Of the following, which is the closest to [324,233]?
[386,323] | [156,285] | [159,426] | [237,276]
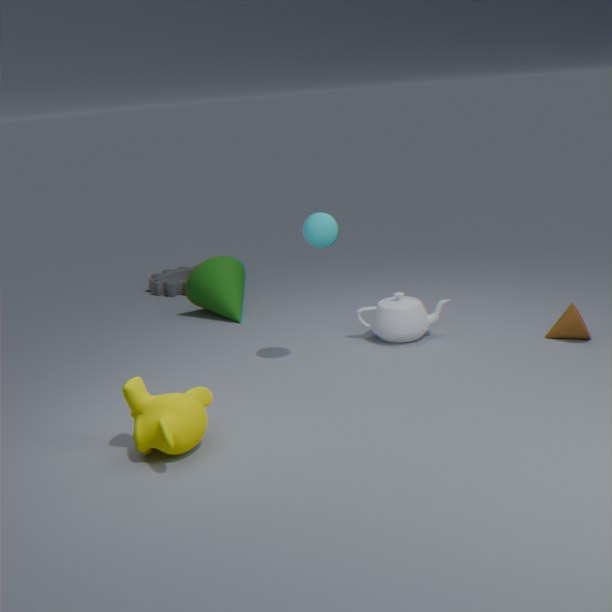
[386,323]
